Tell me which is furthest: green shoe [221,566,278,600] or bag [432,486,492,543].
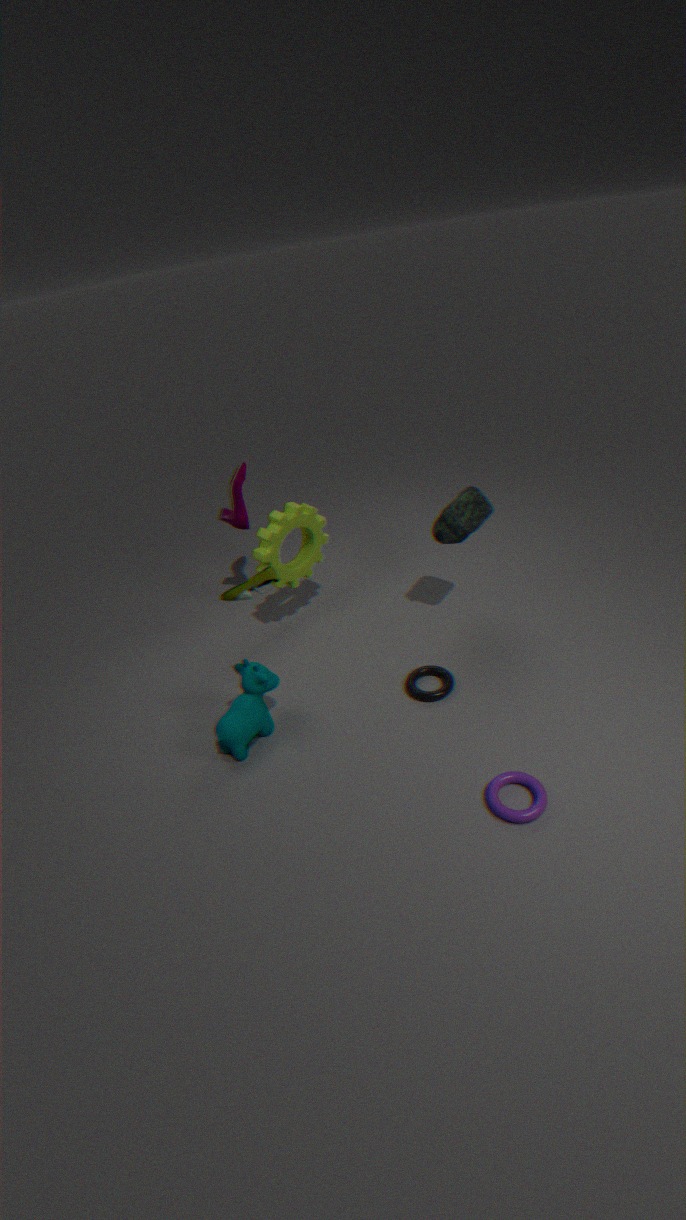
bag [432,486,492,543]
